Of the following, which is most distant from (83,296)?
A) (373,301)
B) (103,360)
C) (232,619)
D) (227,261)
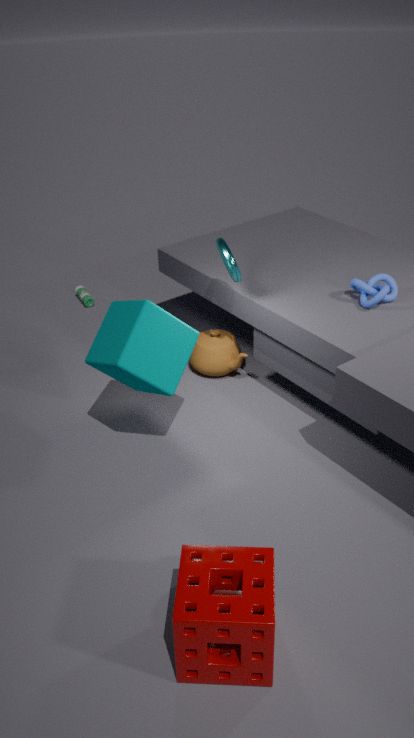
(232,619)
